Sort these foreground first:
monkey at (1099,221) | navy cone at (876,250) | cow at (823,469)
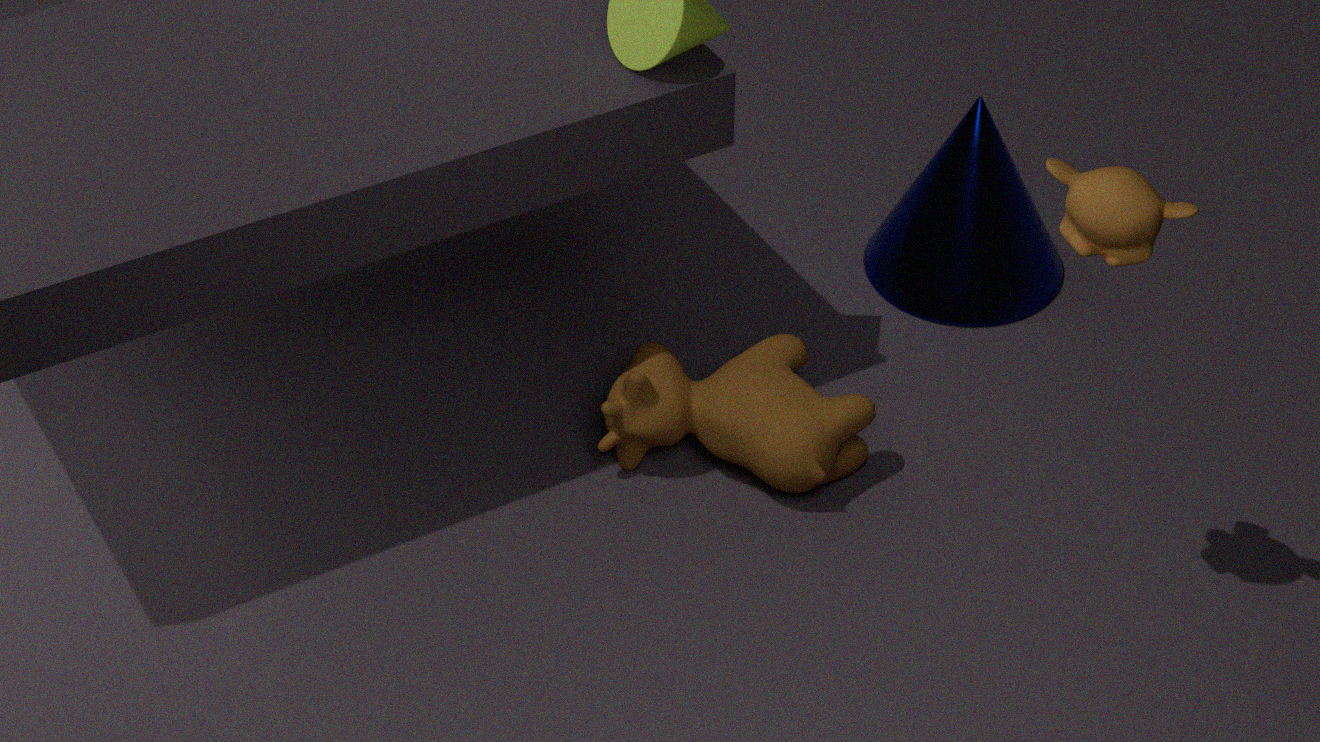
monkey at (1099,221) < cow at (823,469) < navy cone at (876,250)
